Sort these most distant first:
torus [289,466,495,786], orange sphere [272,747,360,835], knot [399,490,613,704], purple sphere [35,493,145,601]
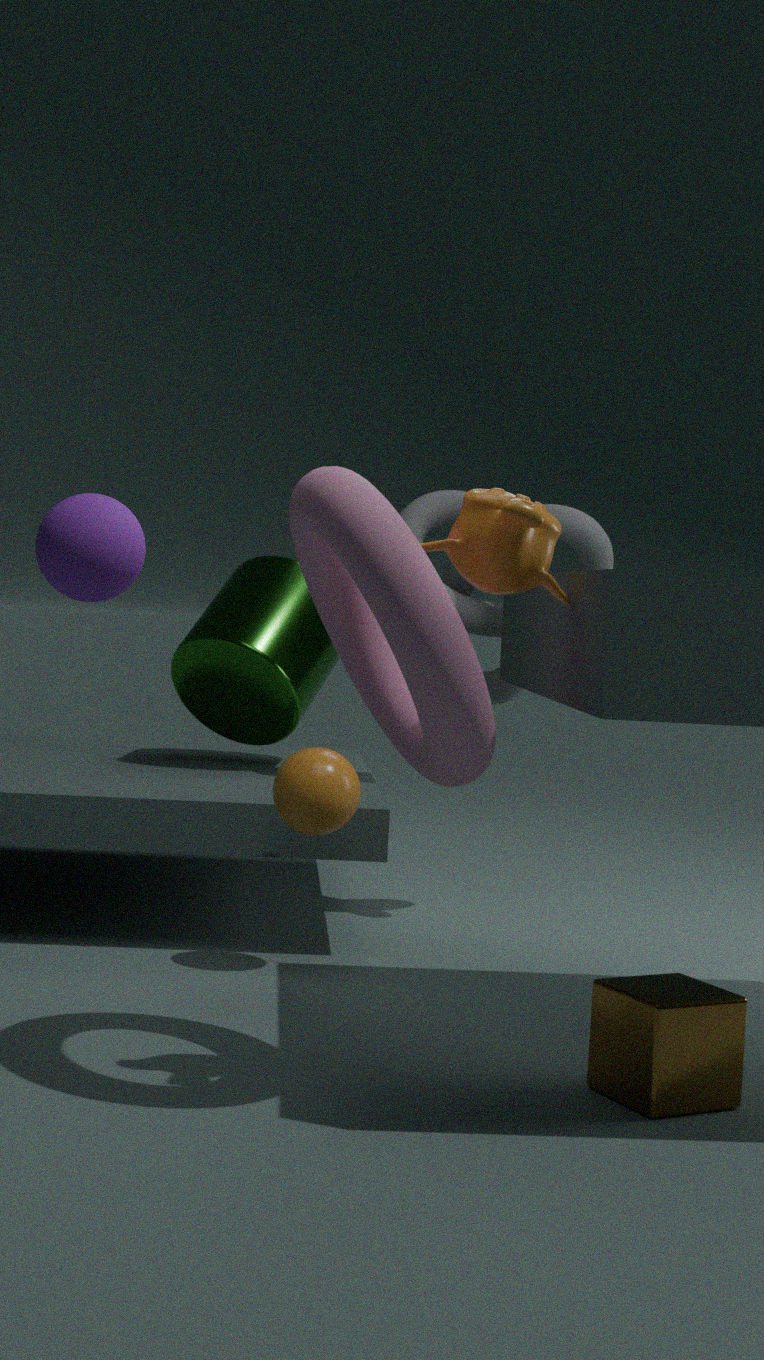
knot [399,490,613,704], orange sphere [272,747,360,835], purple sphere [35,493,145,601], torus [289,466,495,786]
